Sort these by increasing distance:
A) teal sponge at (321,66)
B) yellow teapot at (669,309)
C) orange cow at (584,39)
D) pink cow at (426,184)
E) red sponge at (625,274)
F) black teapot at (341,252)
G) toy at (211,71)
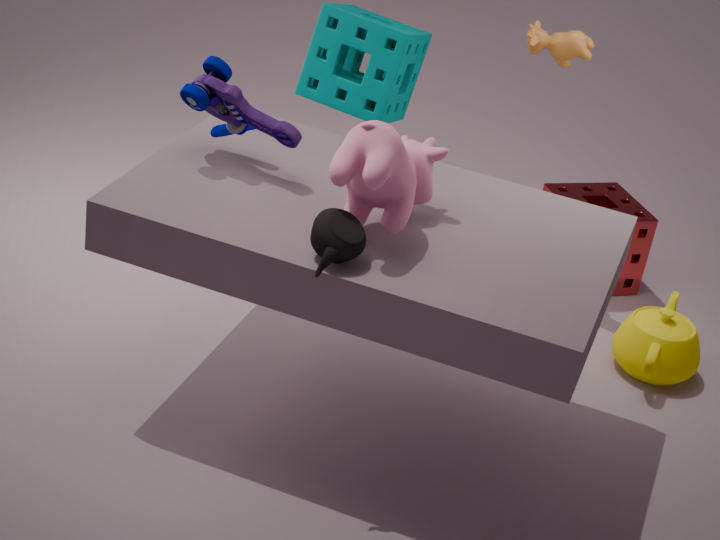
black teapot at (341,252) < pink cow at (426,184) < toy at (211,71) < yellow teapot at (669,309) < teal sponge at (321,66) < orange cow at (584,39) < red sponge at (625,274)
